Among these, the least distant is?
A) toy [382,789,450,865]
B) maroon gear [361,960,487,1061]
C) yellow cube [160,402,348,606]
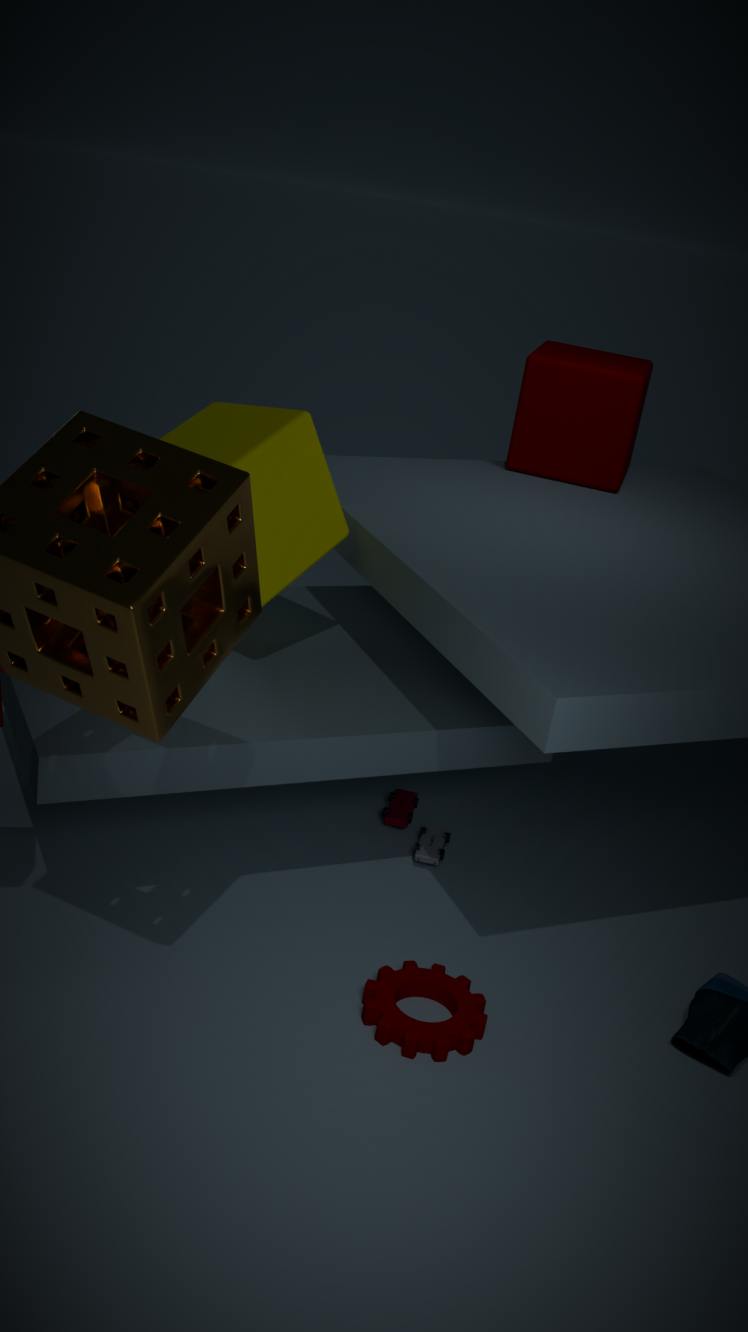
maroon gear [361,960,487,1061]
